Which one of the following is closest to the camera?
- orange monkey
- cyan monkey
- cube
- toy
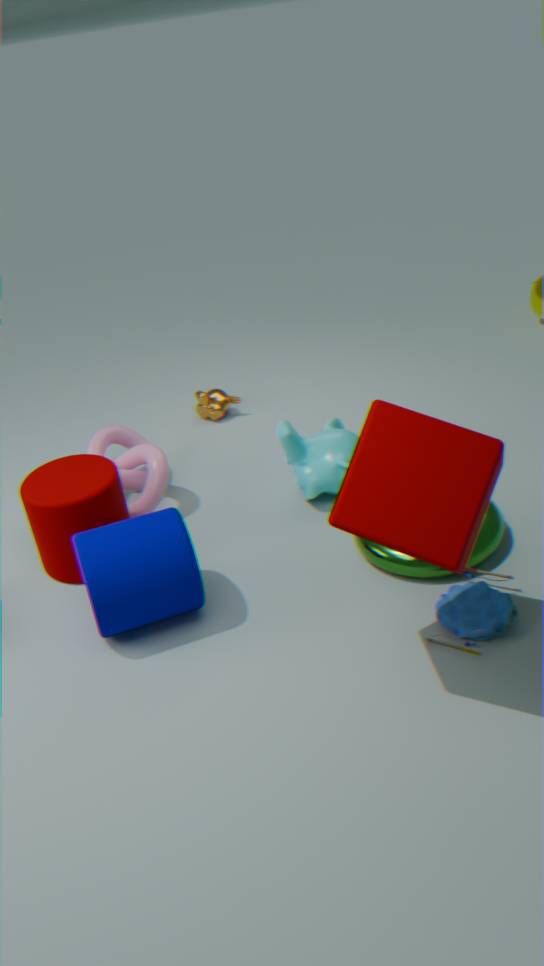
cube
